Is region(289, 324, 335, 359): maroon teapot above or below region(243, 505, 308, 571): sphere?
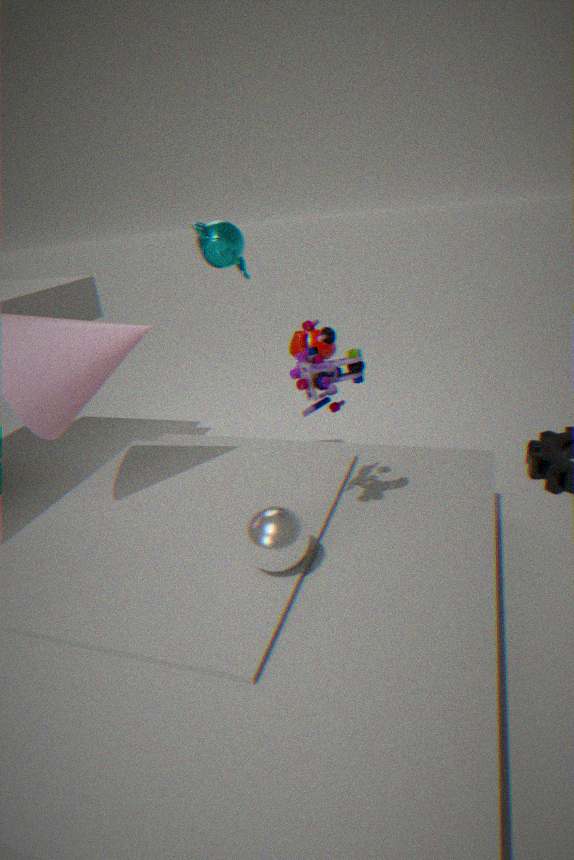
above
